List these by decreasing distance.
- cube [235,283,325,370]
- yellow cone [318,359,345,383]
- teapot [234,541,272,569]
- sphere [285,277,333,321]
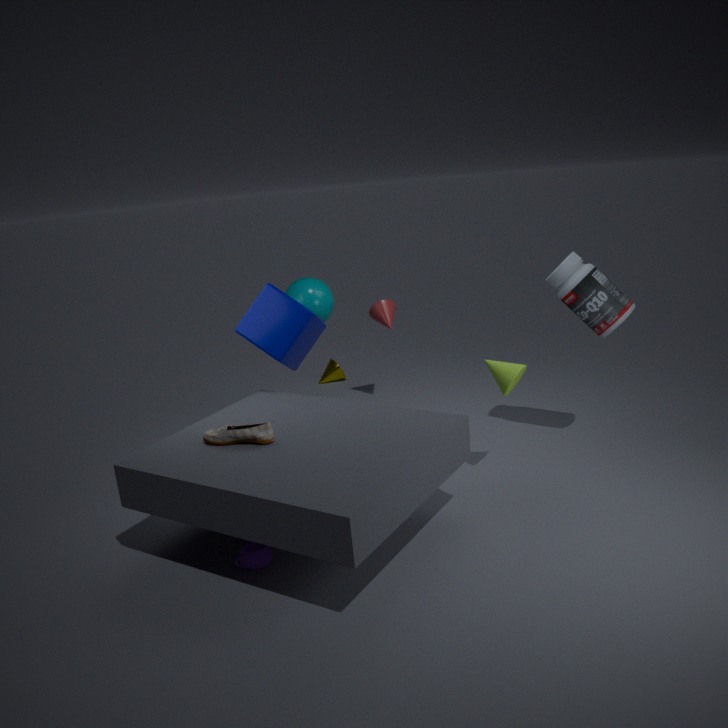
1. yellow cone [318,359,345,383]
2. sphere [285,277,333,321]
3. cube [235,283,325,370]
4. teapot [234,541,272,569]
